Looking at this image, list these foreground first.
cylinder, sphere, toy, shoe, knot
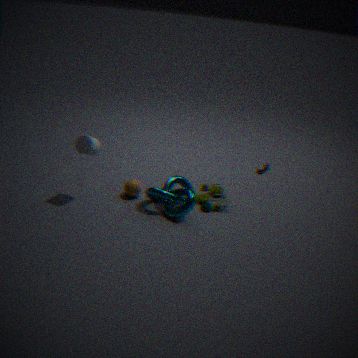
cylinder
knot
toy
sphere
shoe
